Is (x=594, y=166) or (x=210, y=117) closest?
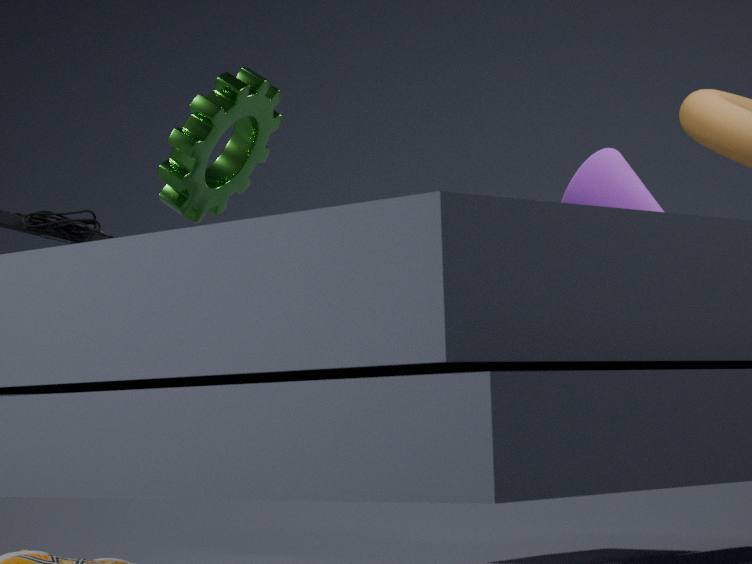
(x=210, y=117)
